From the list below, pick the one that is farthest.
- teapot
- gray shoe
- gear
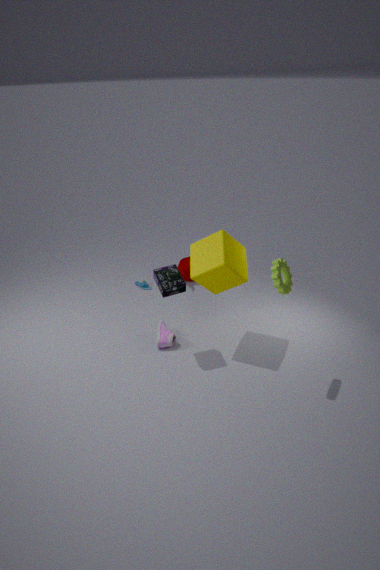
teapot
